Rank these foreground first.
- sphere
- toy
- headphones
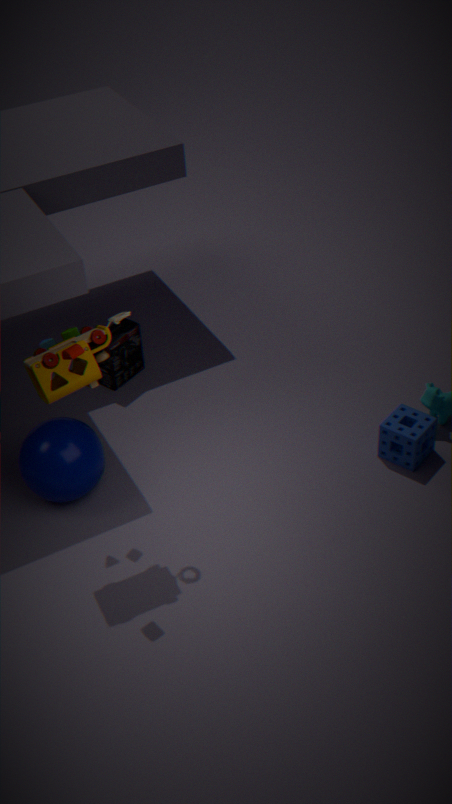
toy < sphere < headphones
